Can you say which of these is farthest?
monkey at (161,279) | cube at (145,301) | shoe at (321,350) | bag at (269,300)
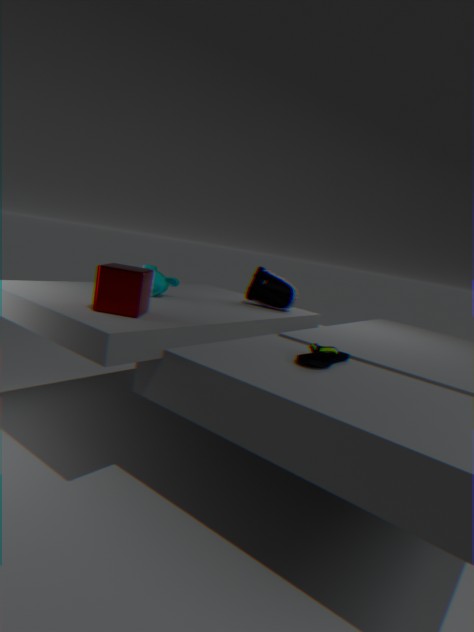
bag at (269,300)
